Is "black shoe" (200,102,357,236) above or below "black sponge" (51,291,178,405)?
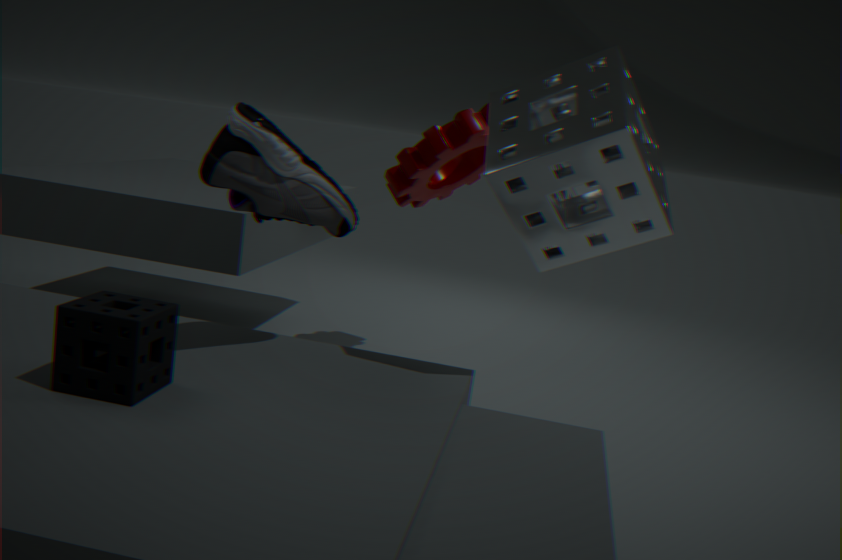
above
